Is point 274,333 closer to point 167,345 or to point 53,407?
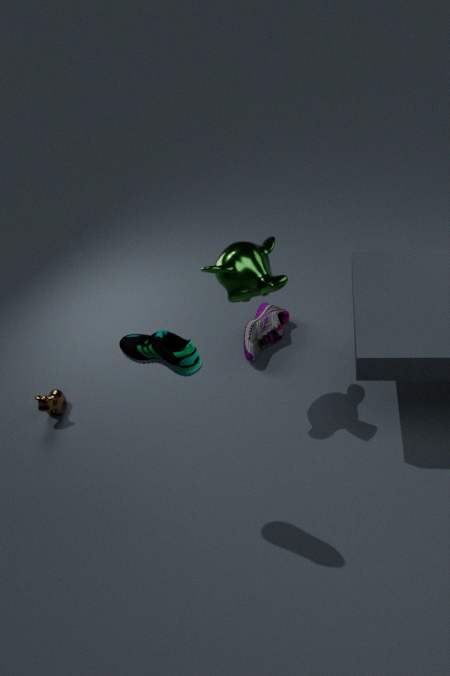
point 53,407
